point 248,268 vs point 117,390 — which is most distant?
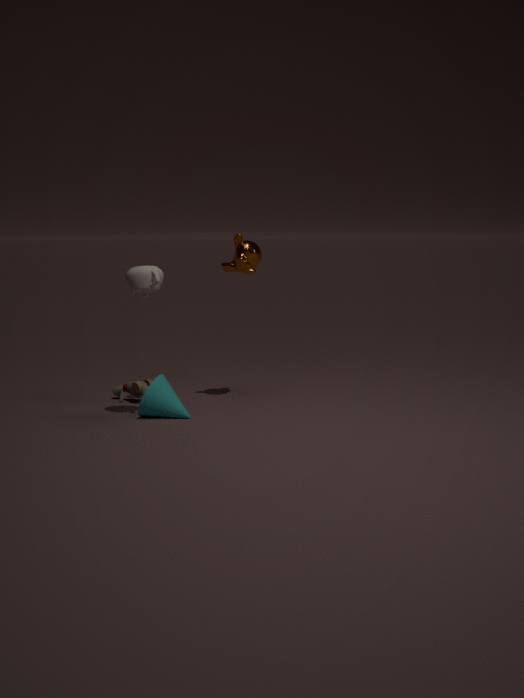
point 117,390
